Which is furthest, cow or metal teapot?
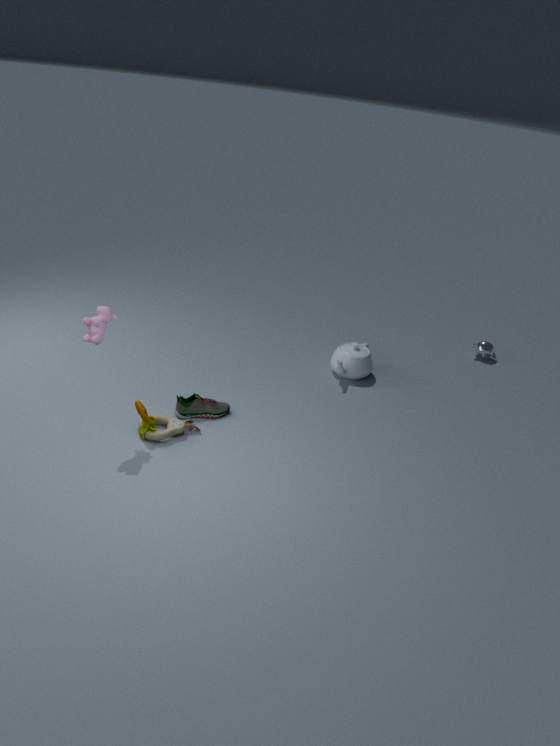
metal teapot
